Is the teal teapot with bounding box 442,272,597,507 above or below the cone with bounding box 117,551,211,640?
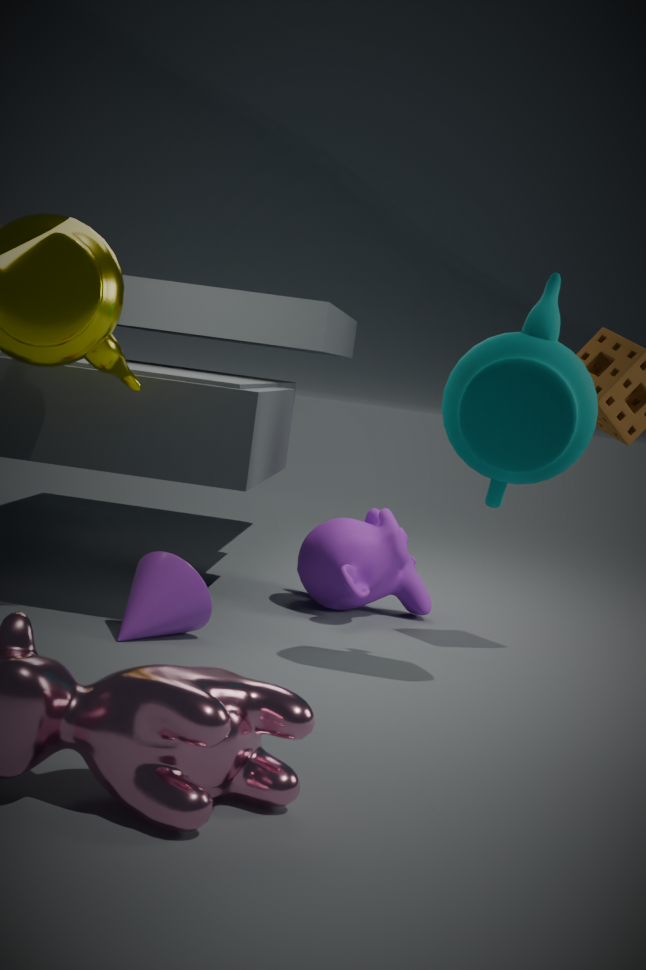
above
